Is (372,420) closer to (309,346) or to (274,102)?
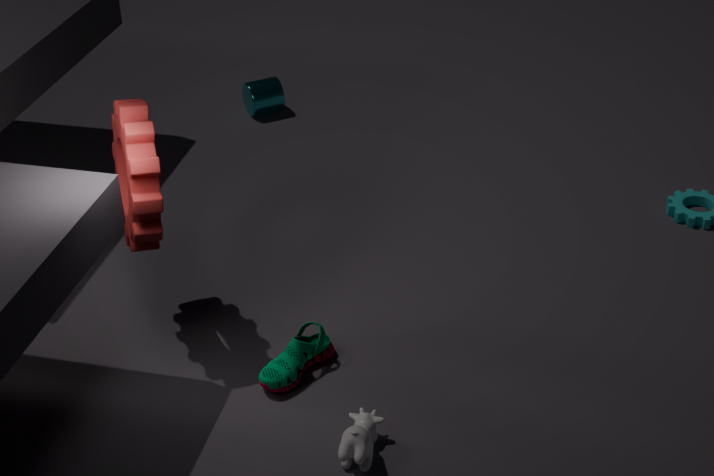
(309,346)
